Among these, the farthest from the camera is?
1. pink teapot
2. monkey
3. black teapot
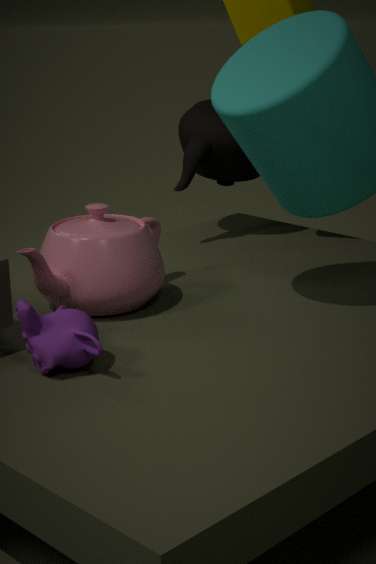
black teapot
